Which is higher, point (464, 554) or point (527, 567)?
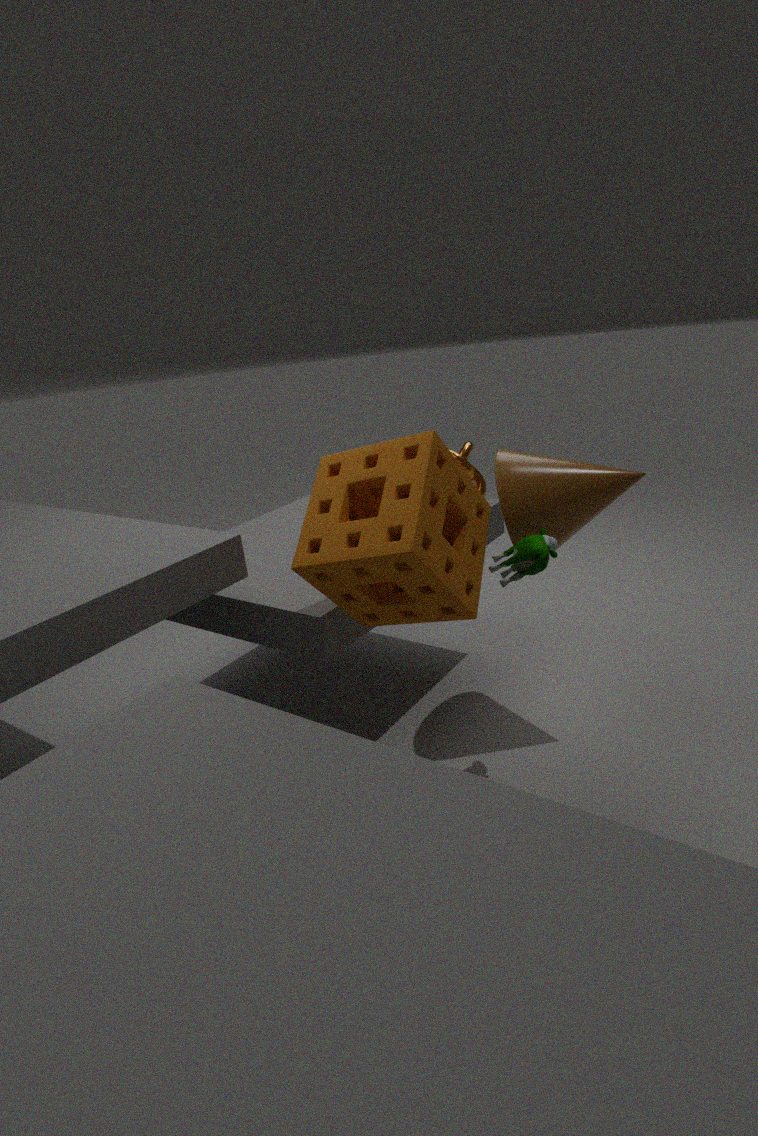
point (464, 554)
